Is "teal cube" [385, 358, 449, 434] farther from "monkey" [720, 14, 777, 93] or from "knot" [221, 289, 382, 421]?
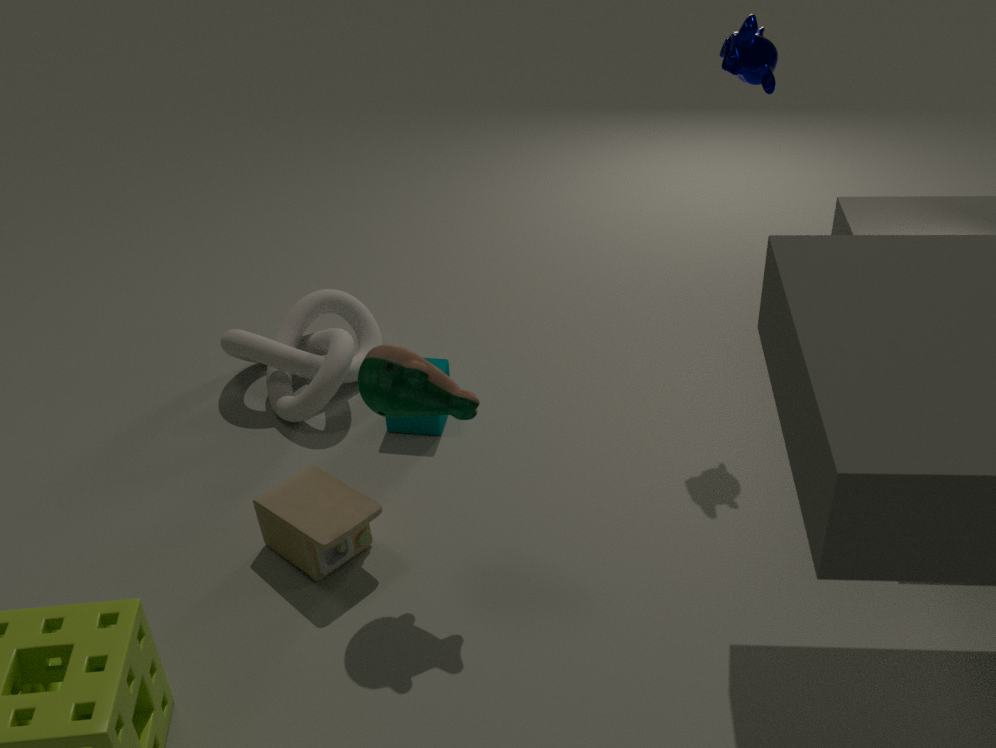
"monkey" [720, 14, 777, 93]
